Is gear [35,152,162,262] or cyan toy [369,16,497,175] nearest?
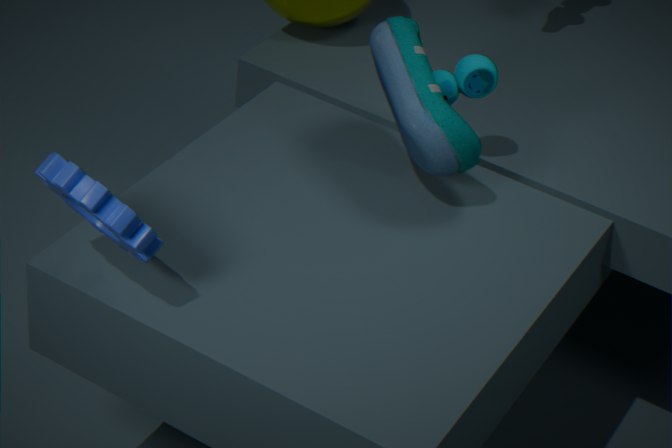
gear [35,152,162,262]
